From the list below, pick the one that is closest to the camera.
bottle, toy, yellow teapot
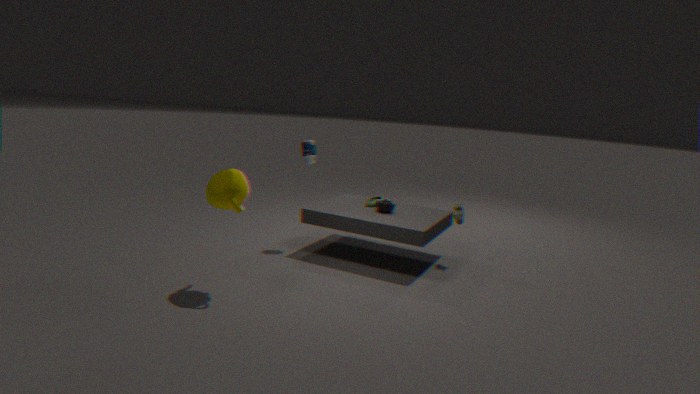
yellow teapot
